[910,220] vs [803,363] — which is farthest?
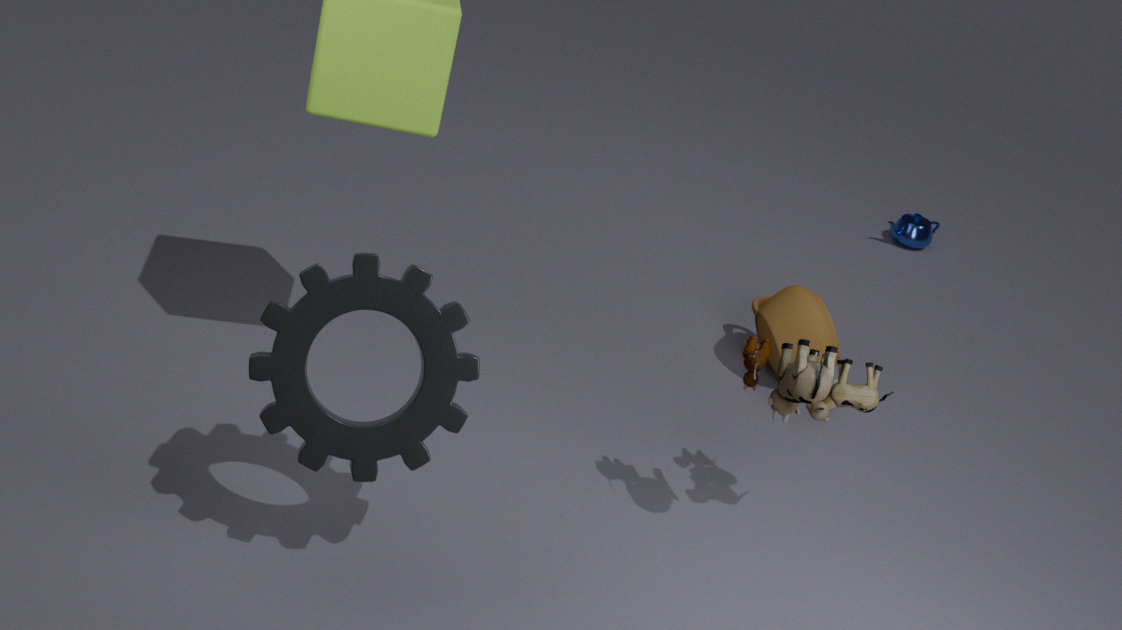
[910,220]
